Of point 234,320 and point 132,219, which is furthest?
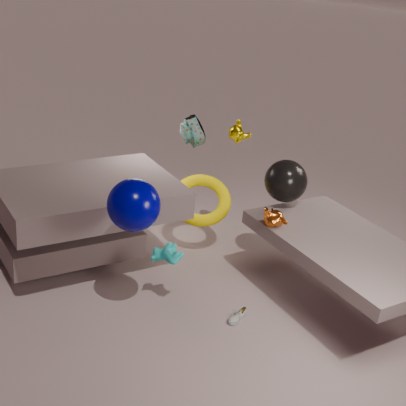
point 234,320
